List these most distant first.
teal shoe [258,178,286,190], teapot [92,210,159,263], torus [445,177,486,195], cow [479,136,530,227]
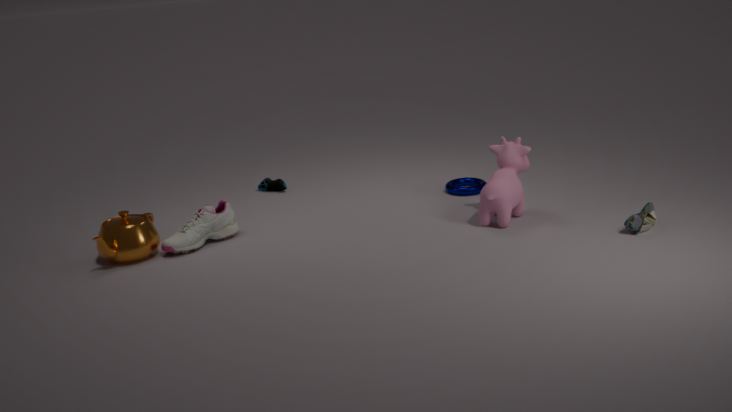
teal shoe [258,178,286,190] → torus [445,177,486,195] → cow [479,136,530,227] → teapot [92,210,159,263]
